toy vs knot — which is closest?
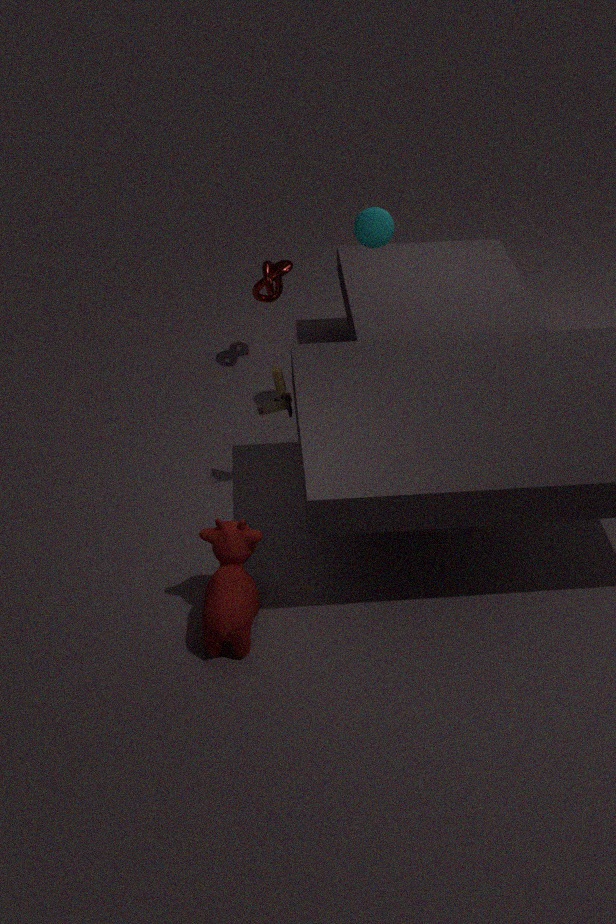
toy
